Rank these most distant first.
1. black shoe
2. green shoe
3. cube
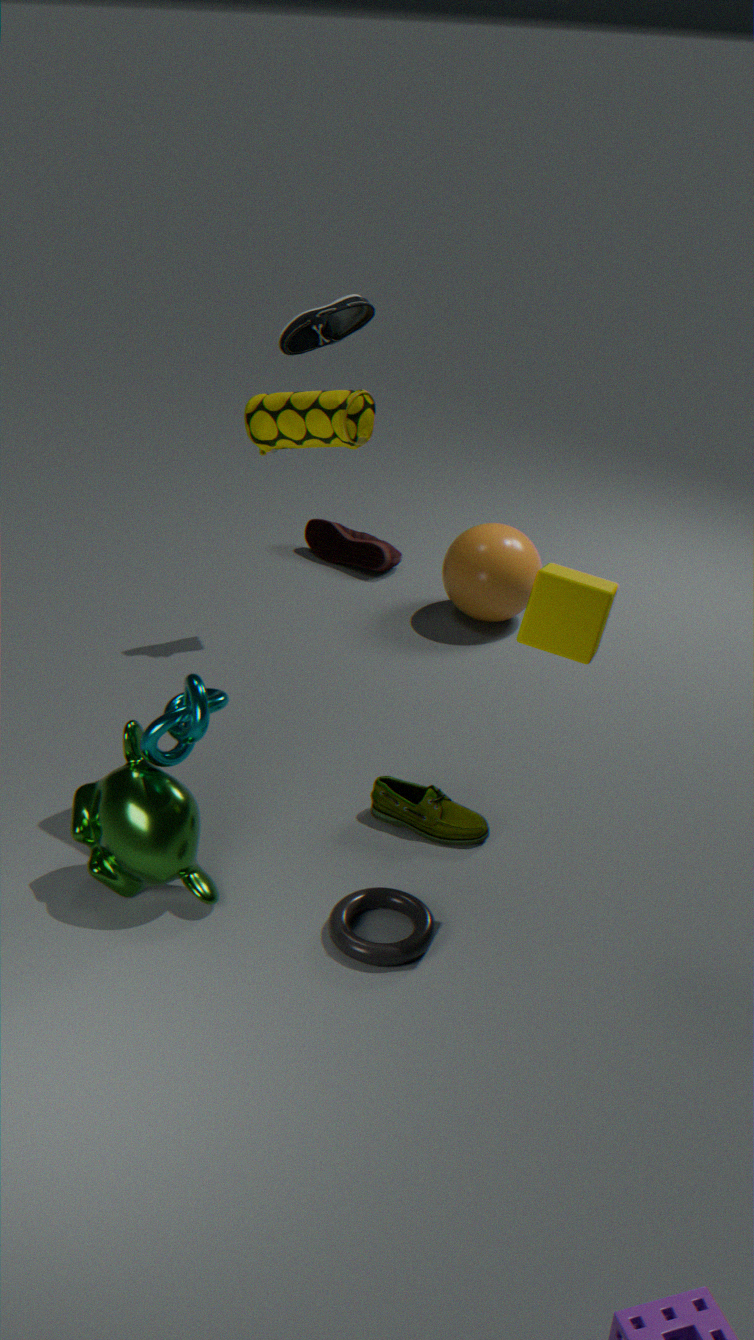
black shoe, green shoe, cube
